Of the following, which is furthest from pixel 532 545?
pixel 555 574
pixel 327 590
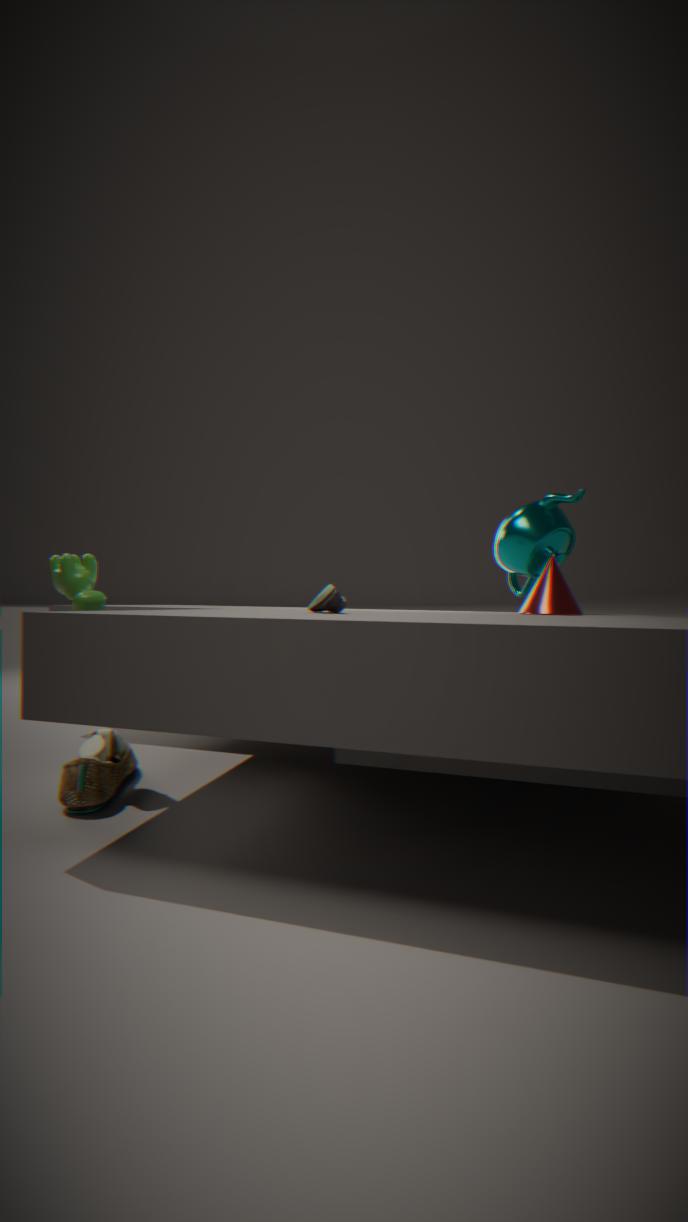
pixel 327 590
